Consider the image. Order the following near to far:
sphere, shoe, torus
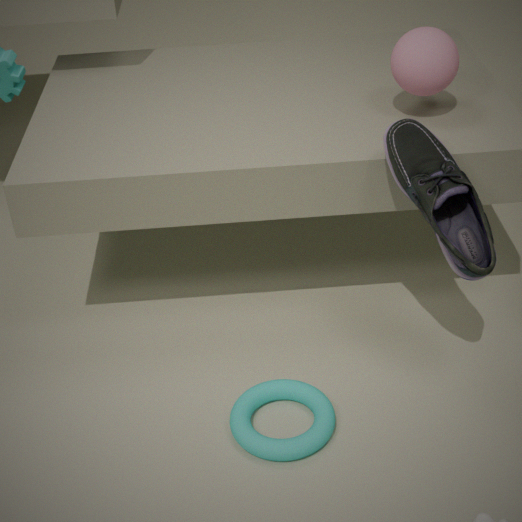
shoe → torus → sphere
